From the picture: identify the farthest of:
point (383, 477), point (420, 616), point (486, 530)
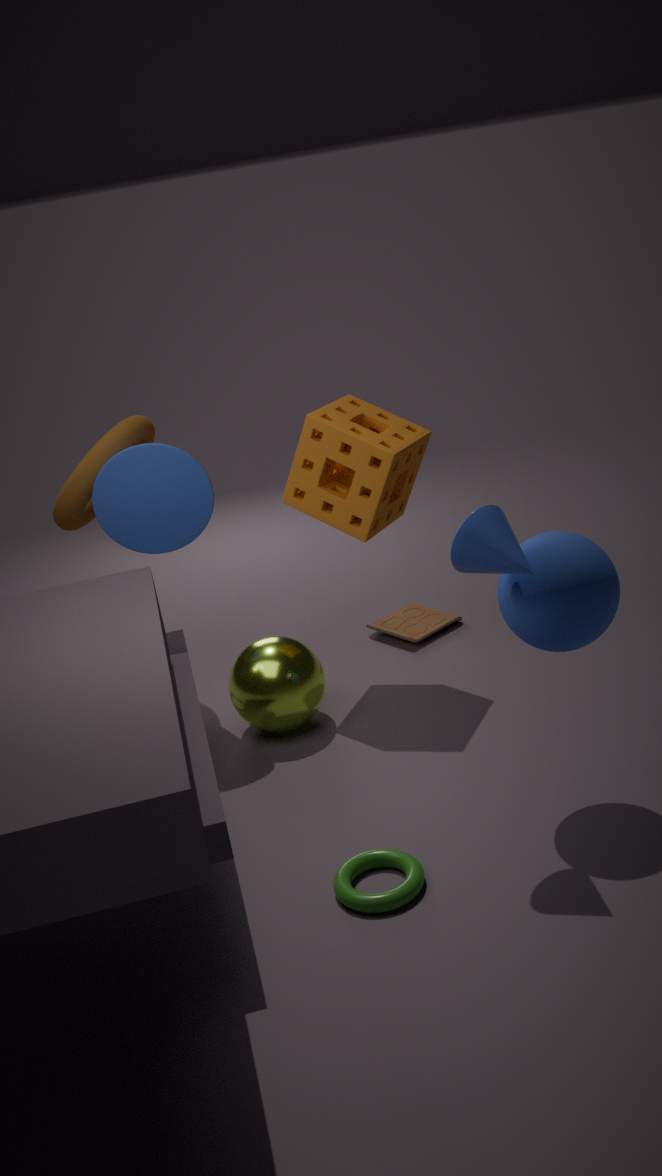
point (420, 616)
